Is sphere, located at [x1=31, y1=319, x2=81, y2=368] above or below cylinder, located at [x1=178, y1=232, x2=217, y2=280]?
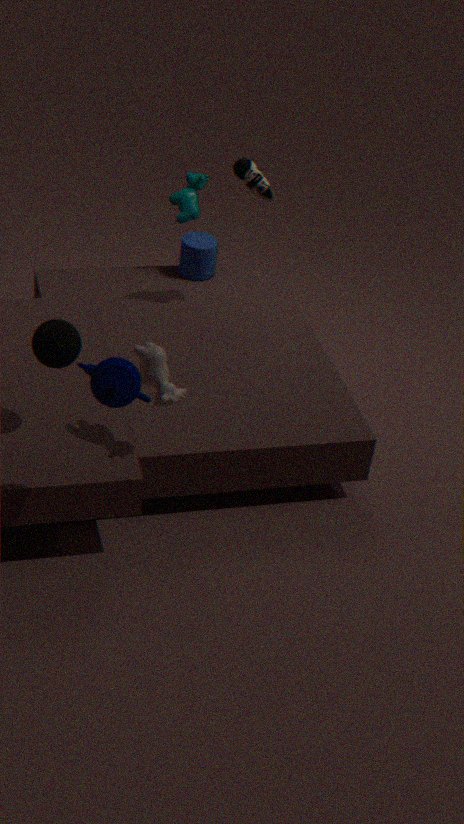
above
